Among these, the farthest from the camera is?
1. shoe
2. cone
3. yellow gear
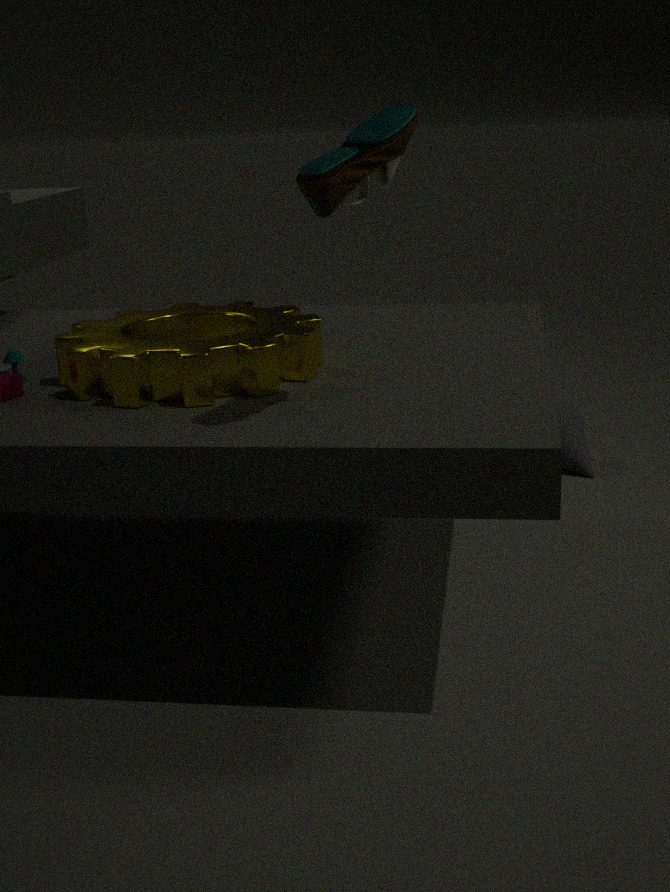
cone
